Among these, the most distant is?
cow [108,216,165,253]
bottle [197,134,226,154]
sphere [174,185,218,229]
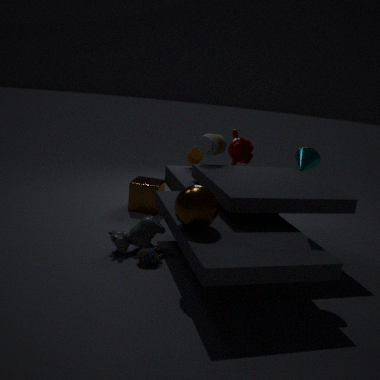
bottle [197,134,226,154]
